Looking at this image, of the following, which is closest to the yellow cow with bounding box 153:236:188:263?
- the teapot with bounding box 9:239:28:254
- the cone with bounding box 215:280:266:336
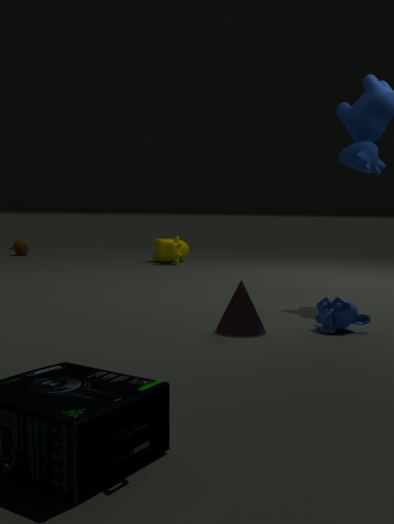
the teapot with bounding box 9:239:28:254
